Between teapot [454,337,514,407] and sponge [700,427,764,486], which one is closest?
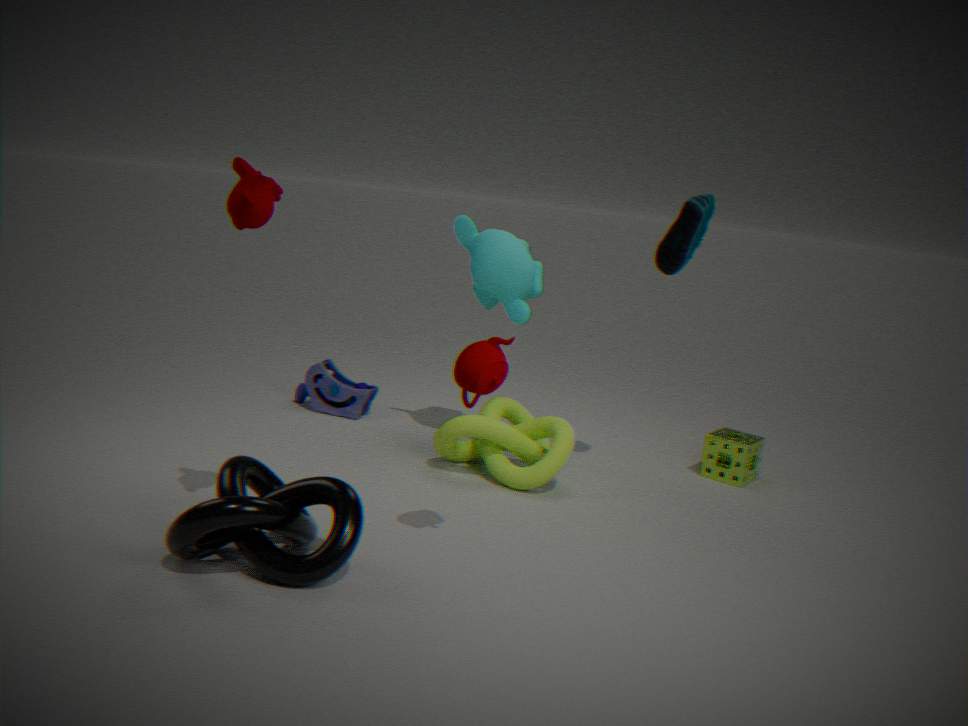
teapot [454,337,514,407]
